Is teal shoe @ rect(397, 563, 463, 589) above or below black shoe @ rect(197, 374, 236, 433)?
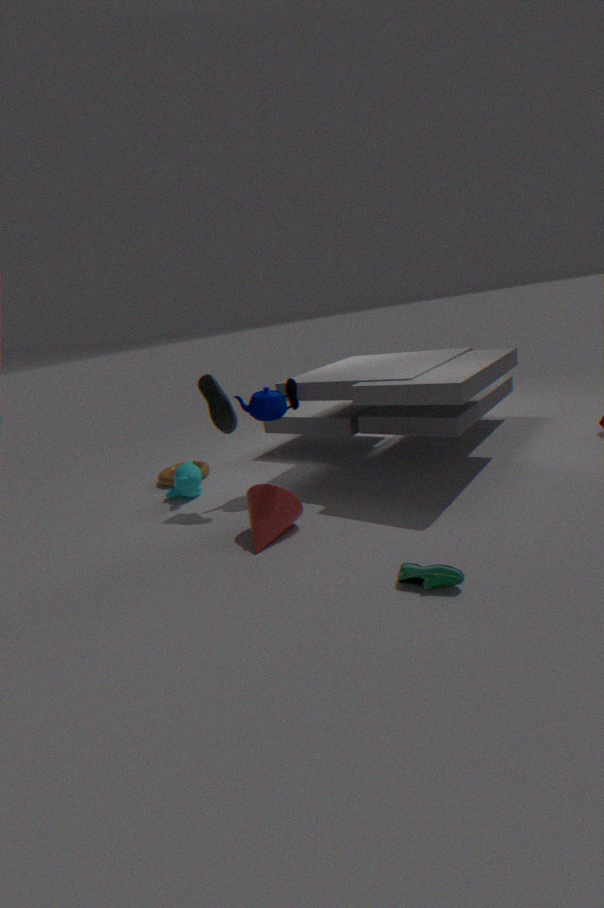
below
